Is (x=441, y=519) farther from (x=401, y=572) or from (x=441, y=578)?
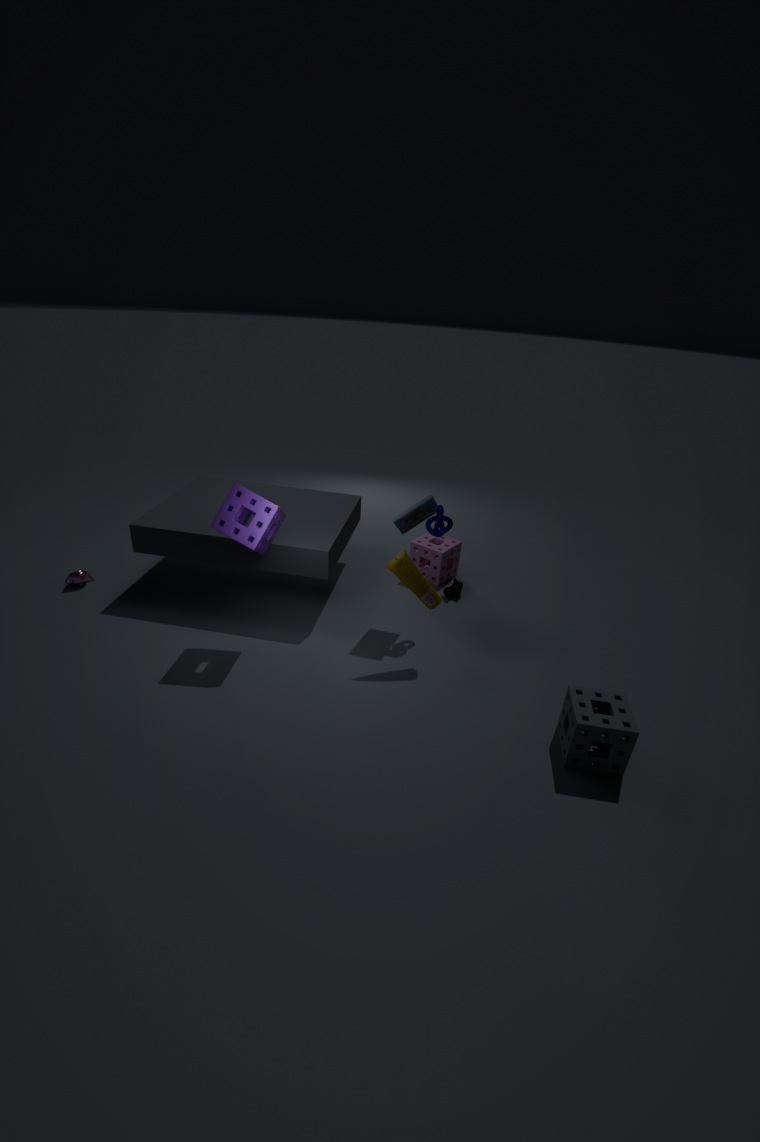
(x=441, y=578)
